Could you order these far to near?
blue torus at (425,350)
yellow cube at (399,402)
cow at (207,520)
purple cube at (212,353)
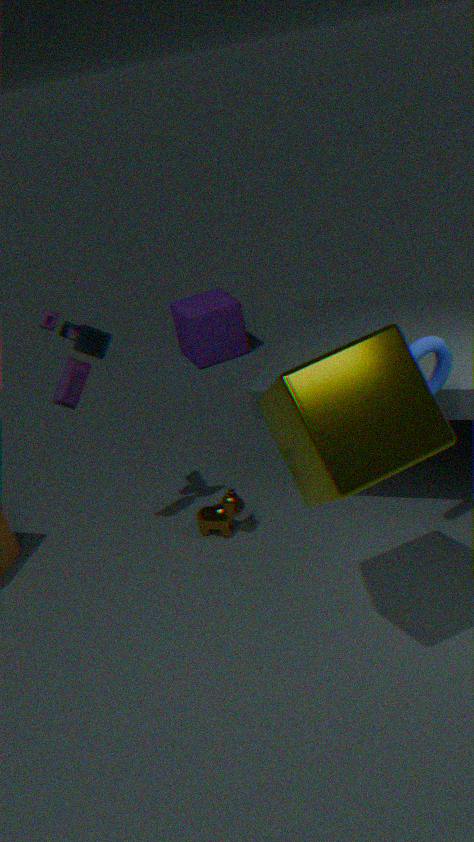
purple cube at (212,353) < cow at (207,520) < blue torus at (425,350) < yellow cube at (399,402)
